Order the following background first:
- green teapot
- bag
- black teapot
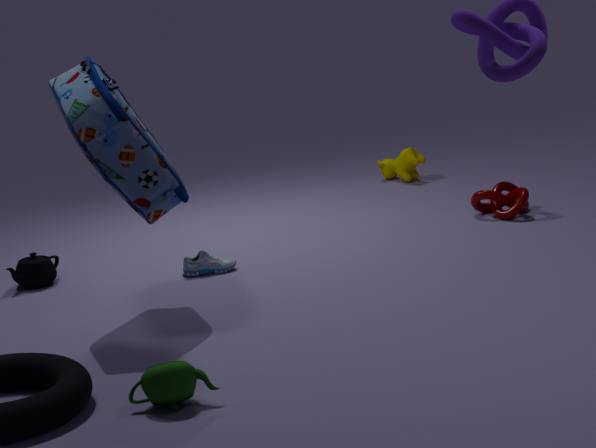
black teapot < bag < green teapot
